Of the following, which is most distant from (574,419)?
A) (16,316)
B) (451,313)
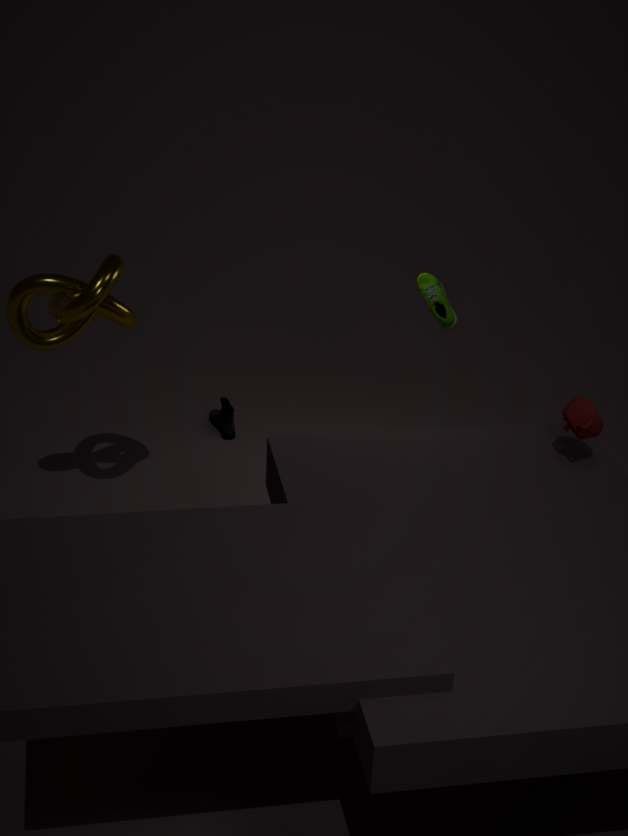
(16,316)
